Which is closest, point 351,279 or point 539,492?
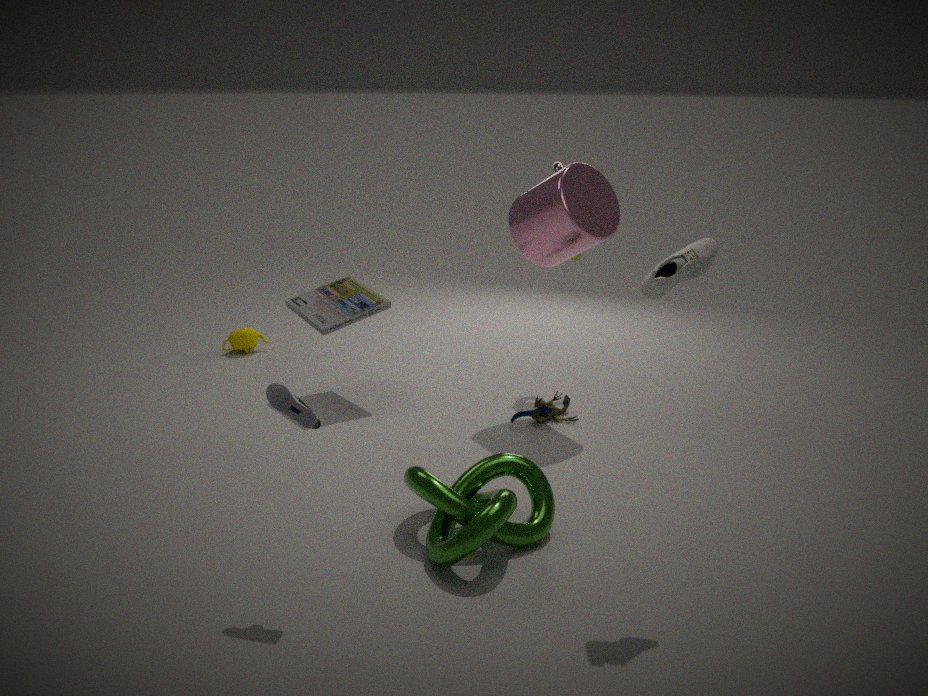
point 539,492
